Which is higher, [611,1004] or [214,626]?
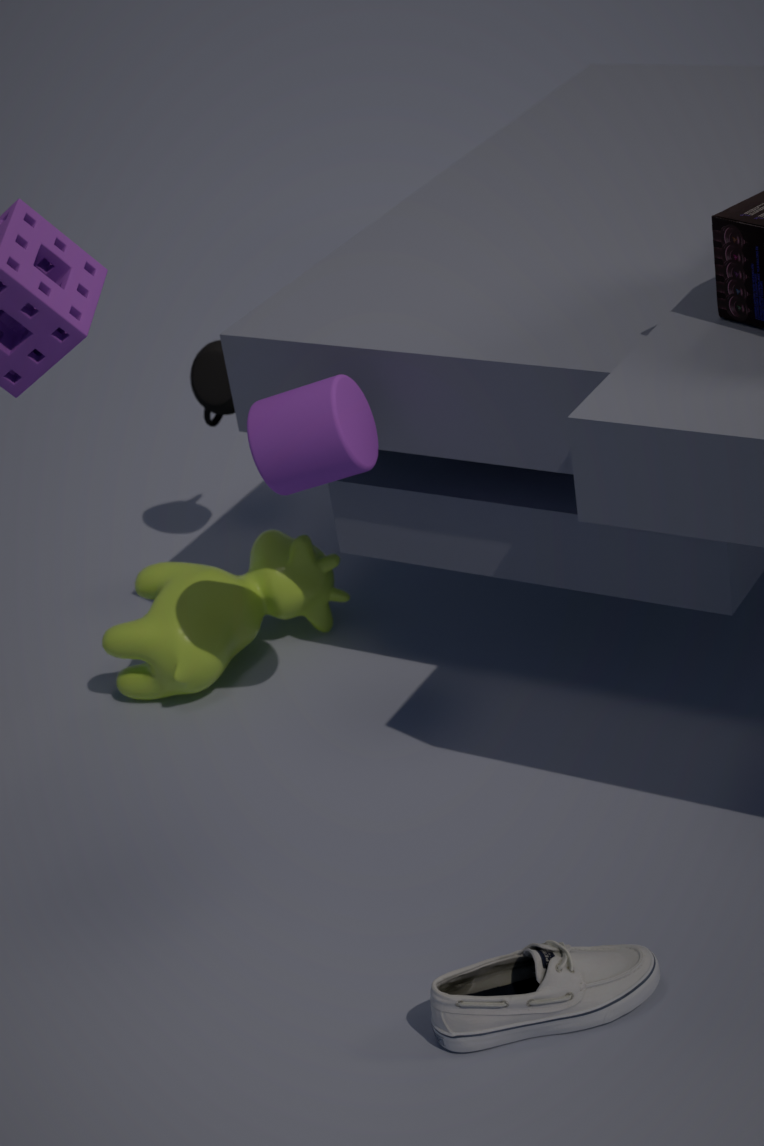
[214,626]
